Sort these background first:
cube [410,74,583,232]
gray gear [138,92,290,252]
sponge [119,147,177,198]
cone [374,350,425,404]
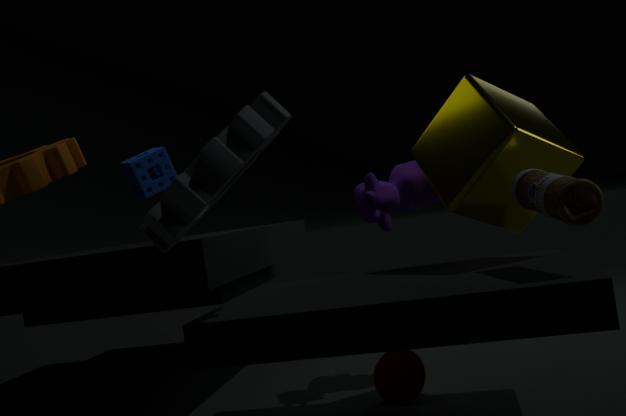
sponge [119,147,177,198] → cone [374,350,425,404] → cube [410,74,583,232] → gray gear [138,92,290,252]
